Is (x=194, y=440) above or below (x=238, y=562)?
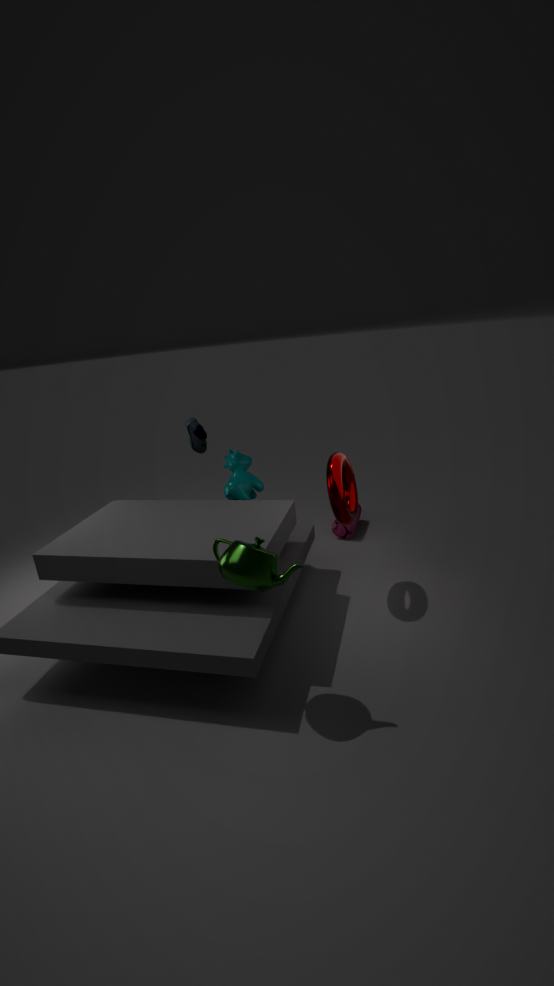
above
